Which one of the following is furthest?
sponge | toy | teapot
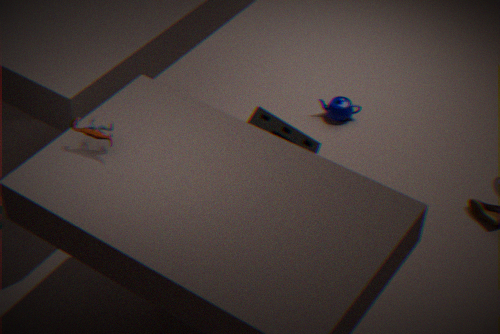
teapot
